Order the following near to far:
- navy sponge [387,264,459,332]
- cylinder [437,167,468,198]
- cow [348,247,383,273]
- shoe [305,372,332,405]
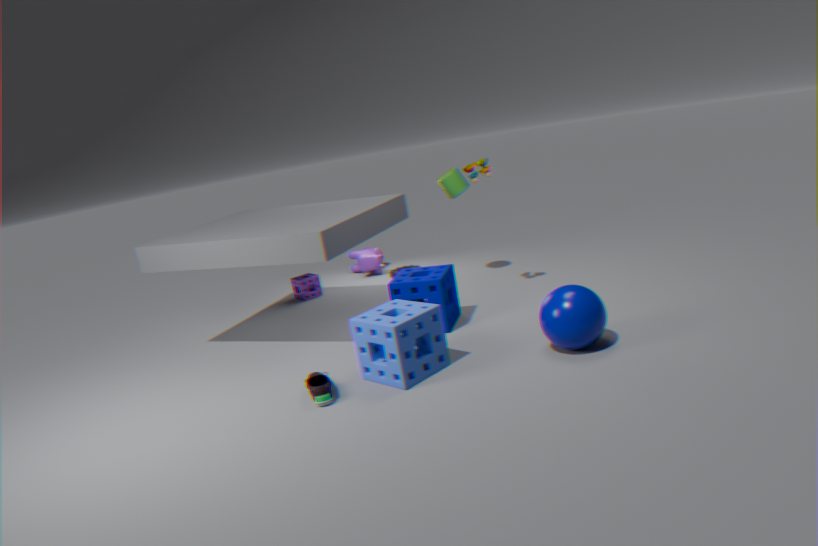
1. shoe [305,372,332,405]
2. navy sponge [387,264,459,332]
3. cylinder [437,167,468,198]
4. cow [348,247,383,273]
